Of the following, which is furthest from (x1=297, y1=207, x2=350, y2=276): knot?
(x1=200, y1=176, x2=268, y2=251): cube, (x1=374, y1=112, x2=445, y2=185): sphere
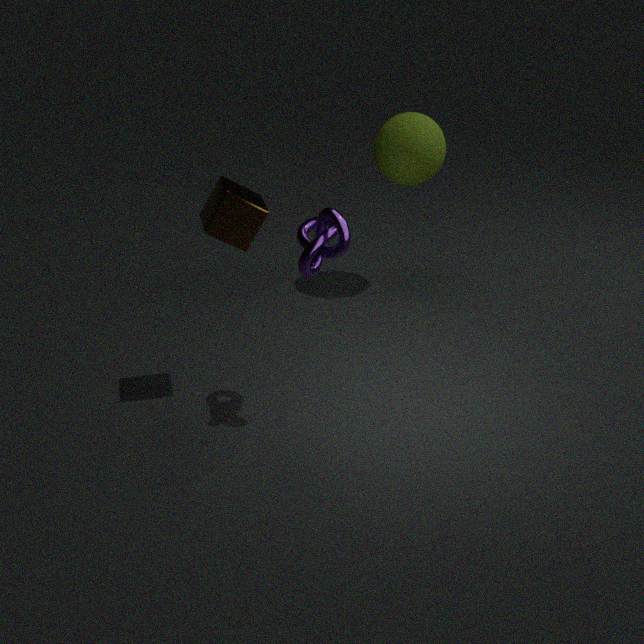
(x1=374, y1=112, x2=445, y2=185): sphere
